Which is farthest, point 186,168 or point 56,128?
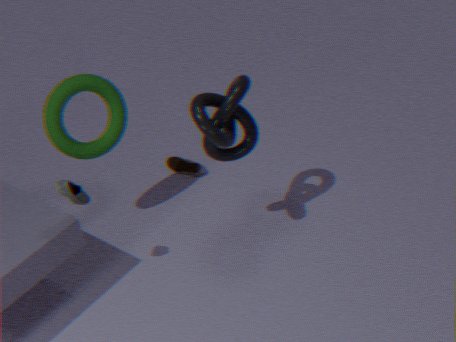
point 186,168
